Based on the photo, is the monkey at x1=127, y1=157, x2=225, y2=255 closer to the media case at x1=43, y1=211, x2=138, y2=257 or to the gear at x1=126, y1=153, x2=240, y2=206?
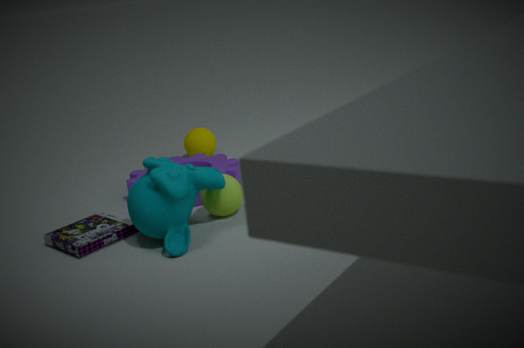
the media case at x1=43, y1=211, x2=138, y2=257
